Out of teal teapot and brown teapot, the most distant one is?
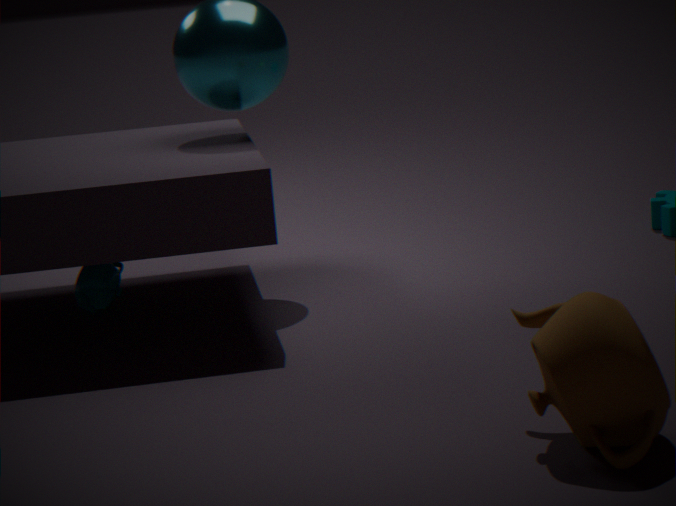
teal teapot
